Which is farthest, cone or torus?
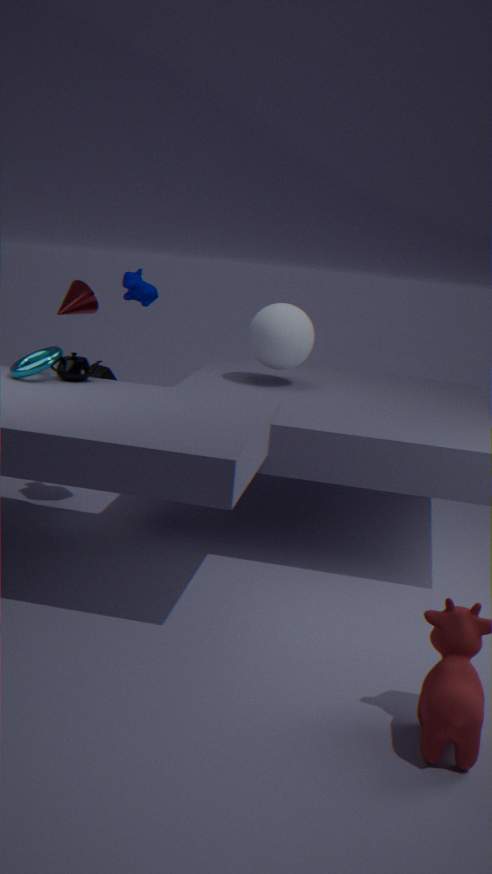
cone
